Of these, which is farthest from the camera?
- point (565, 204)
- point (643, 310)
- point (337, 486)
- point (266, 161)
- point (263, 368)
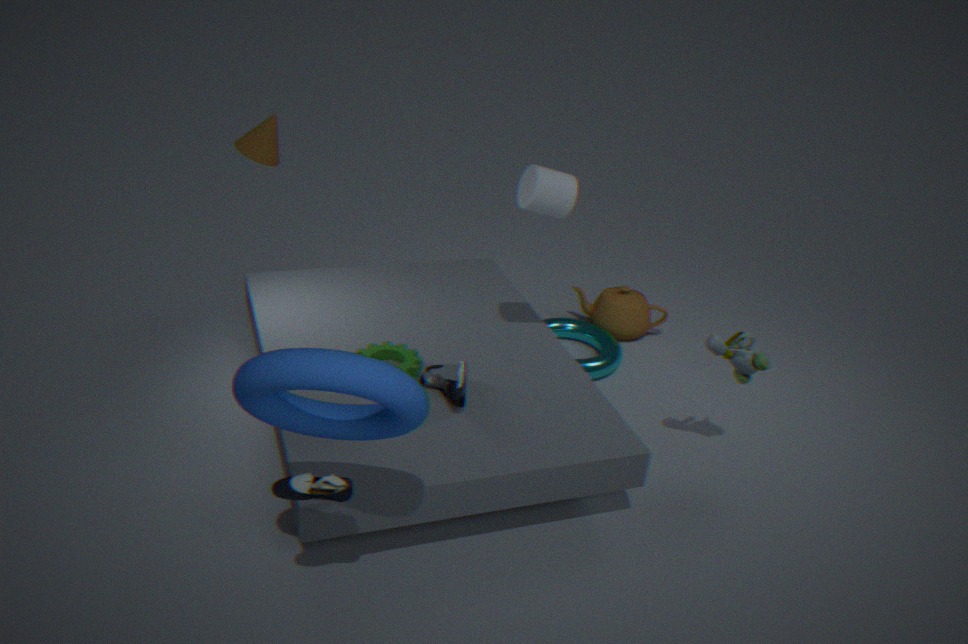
point (643, 310)
